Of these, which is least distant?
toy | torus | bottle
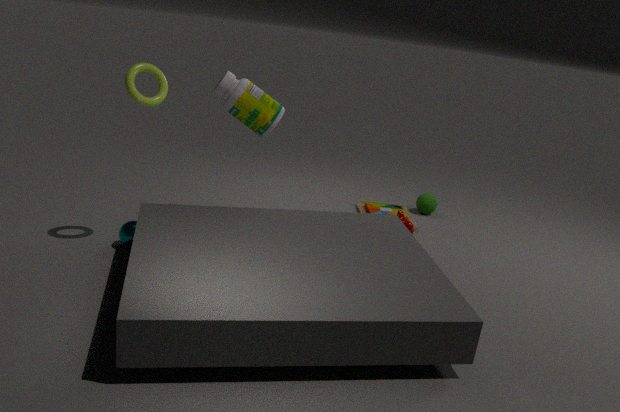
torus
